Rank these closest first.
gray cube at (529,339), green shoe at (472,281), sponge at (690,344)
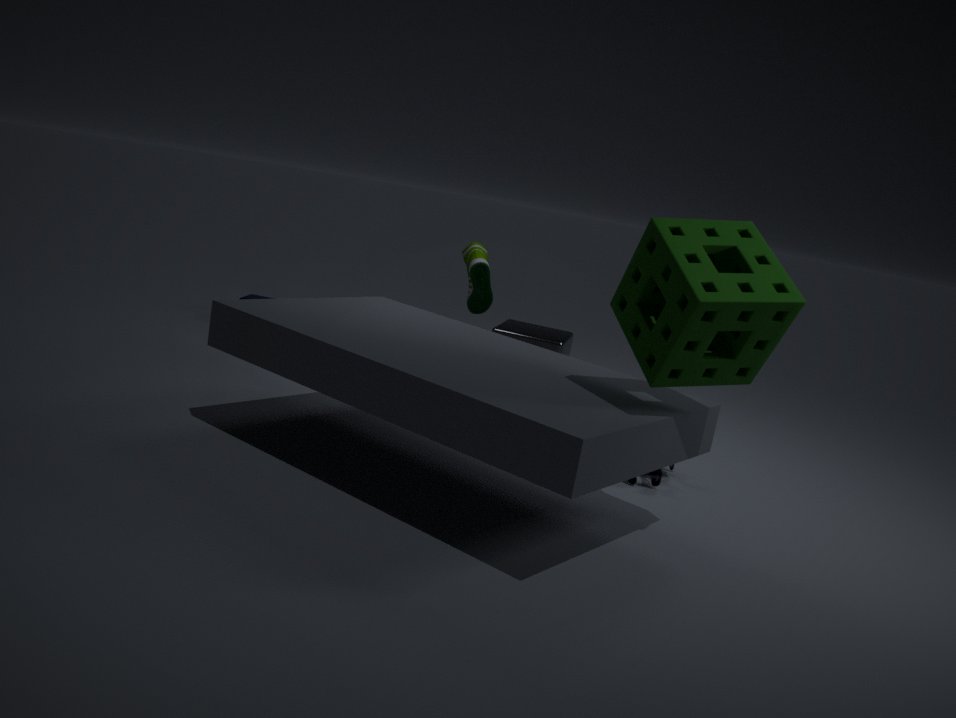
1. sponge at (690,344)
2. gray cube at (529,339)
3. green shoe at (472,281)
